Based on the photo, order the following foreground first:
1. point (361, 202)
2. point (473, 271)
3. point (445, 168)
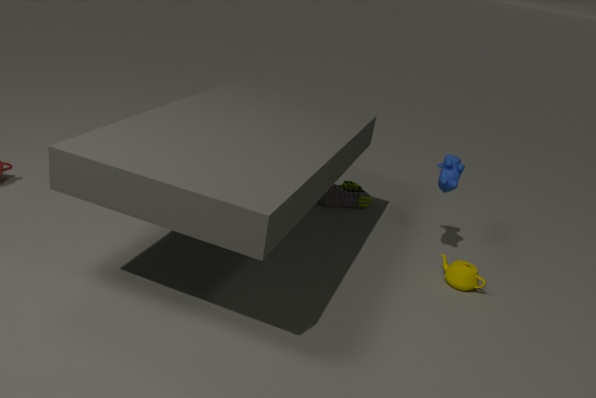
point (473, 271) → point (445, 168) → point (361, 202)
